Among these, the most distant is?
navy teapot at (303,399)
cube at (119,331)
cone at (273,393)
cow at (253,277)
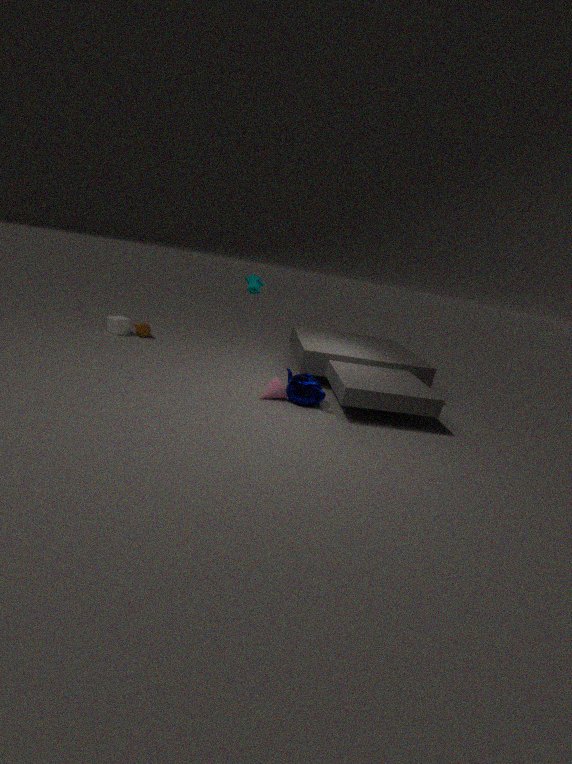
cube at (119,331)
